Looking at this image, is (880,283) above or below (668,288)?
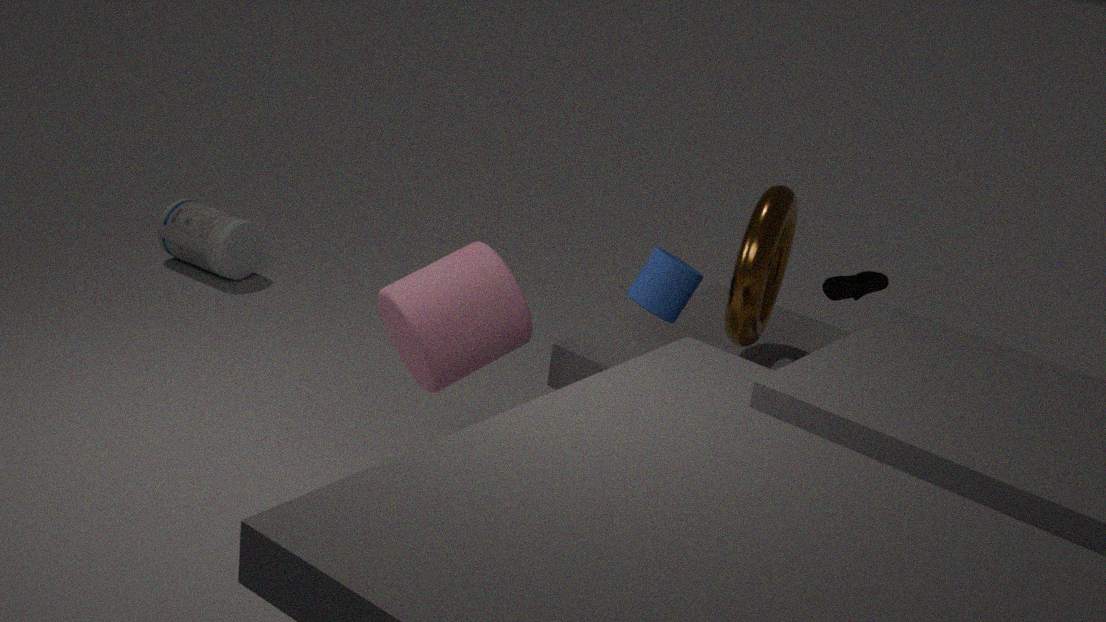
above
